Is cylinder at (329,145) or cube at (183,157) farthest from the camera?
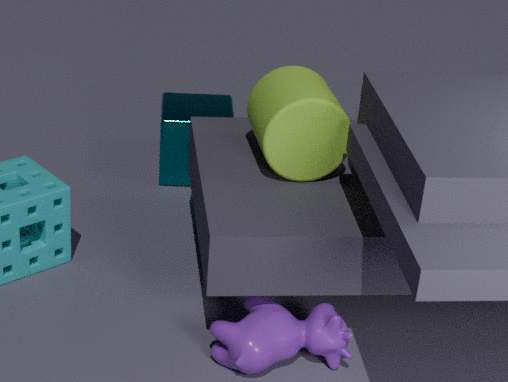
cube at (183,157)
